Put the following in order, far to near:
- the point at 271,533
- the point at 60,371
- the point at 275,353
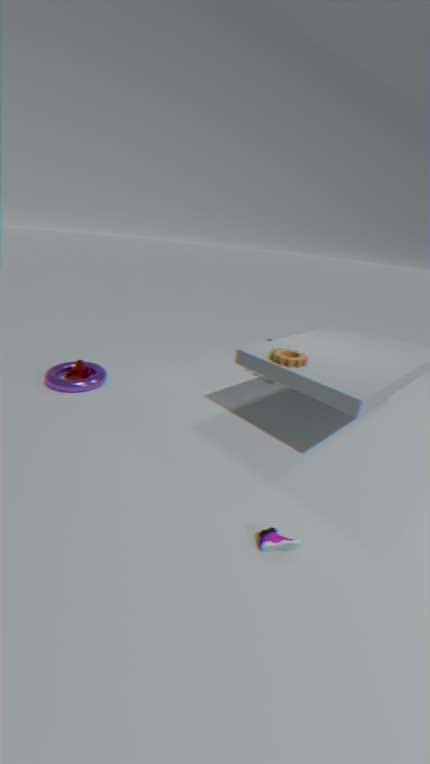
the point at 60,371
the point at 275,353
the point at 271,533
